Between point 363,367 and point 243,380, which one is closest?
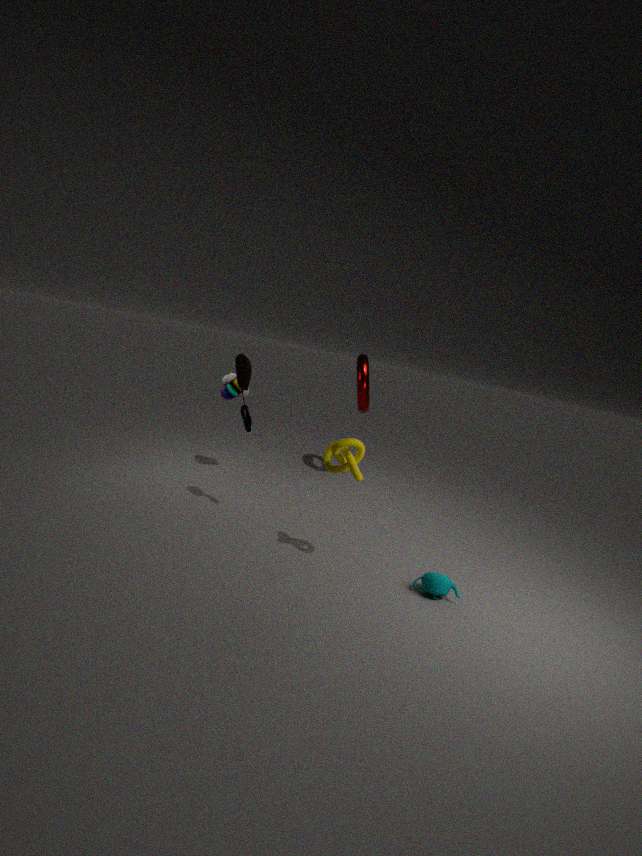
point 243,380
